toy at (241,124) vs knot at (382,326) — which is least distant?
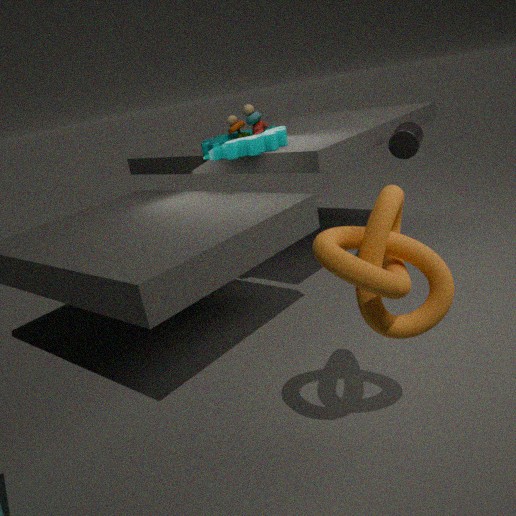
knot at (382,326)
